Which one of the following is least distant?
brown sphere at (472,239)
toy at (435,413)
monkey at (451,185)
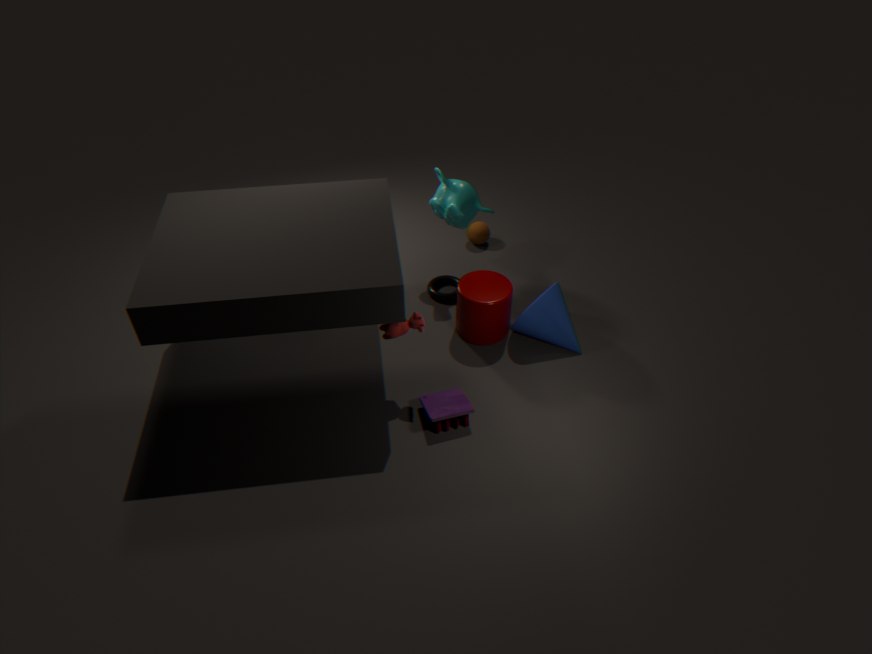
toy at (435,413)
